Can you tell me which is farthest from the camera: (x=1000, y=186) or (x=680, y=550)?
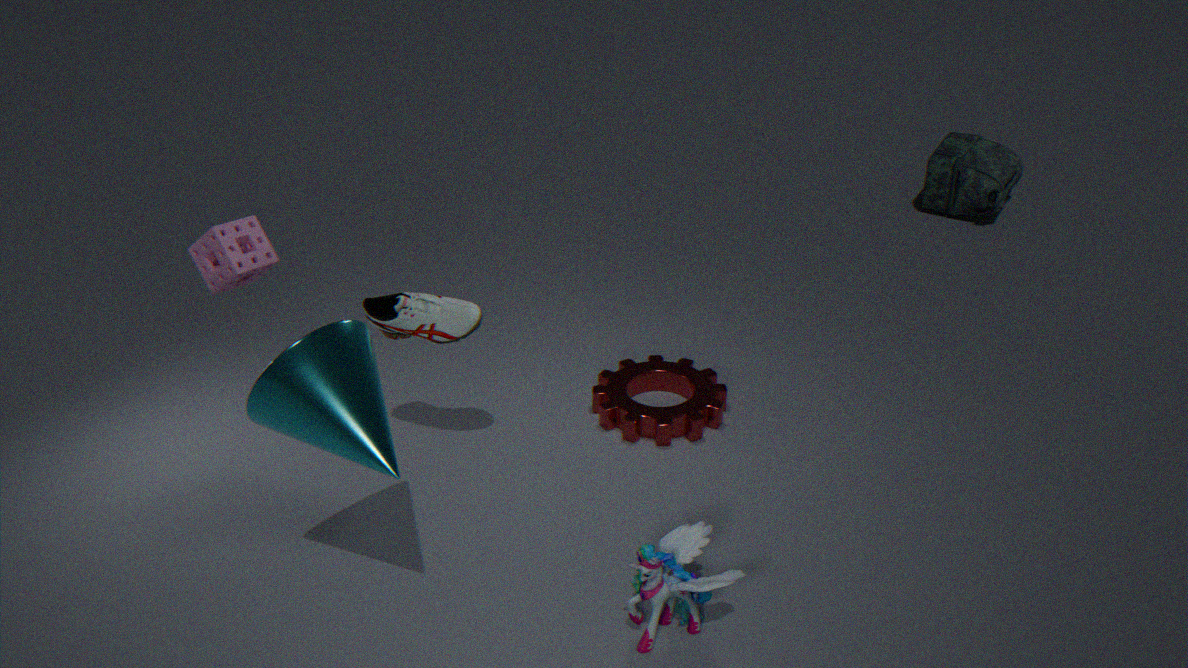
(x=1000, y=186)
